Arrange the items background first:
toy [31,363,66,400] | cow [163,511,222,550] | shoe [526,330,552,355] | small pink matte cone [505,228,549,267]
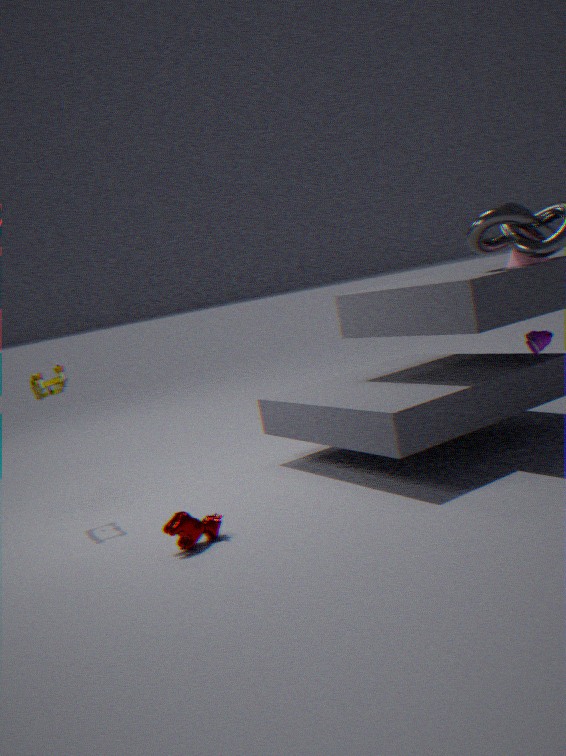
1. toy [31,363,66,400]
2. shoe [526,330,552,355]
3. small pink matte cone [505,228,549,267]
4. cow [163,511,222,550]
